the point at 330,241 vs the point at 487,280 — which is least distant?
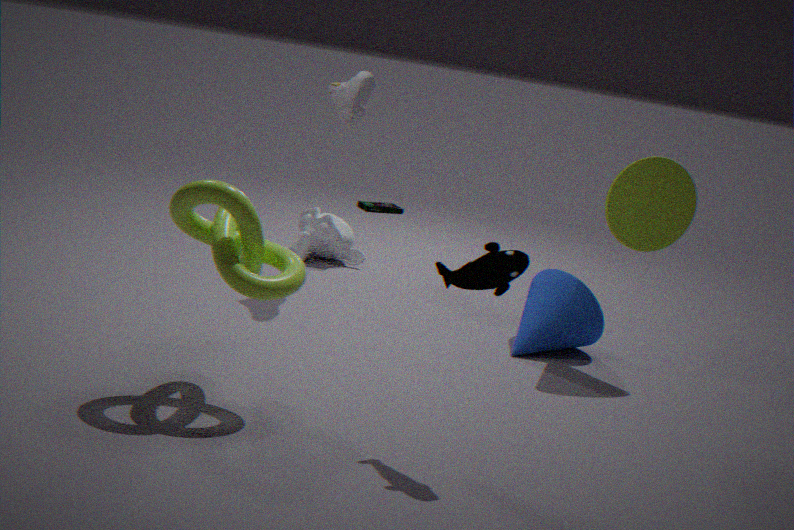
the point at 487,280
